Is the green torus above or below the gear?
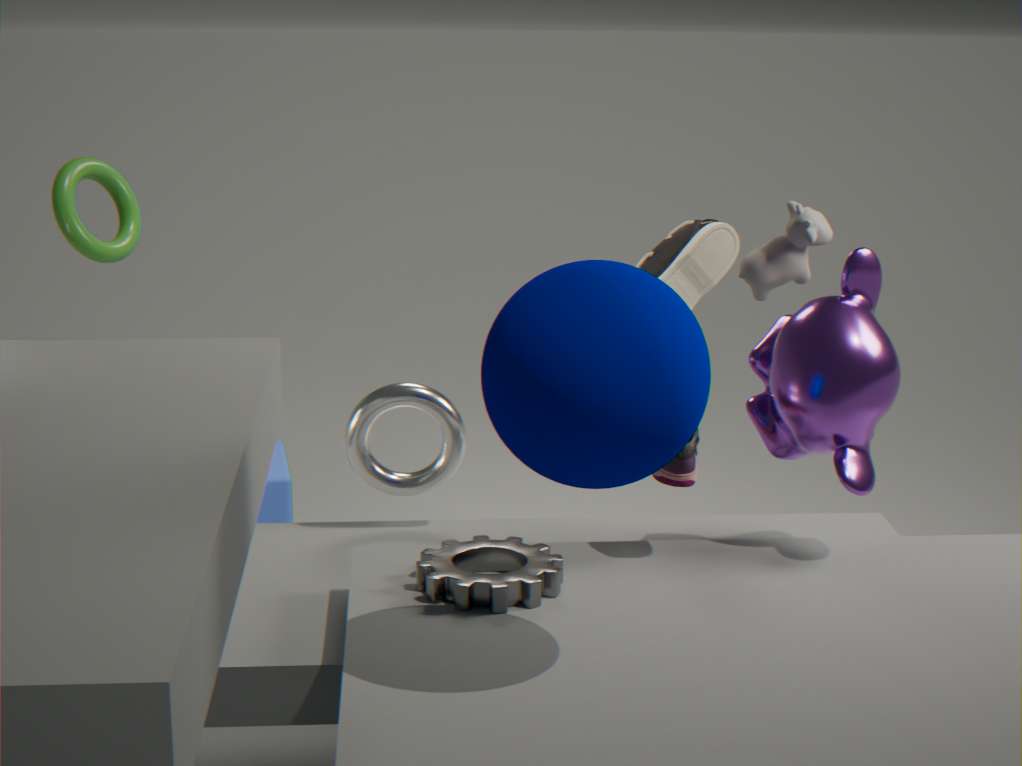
above
